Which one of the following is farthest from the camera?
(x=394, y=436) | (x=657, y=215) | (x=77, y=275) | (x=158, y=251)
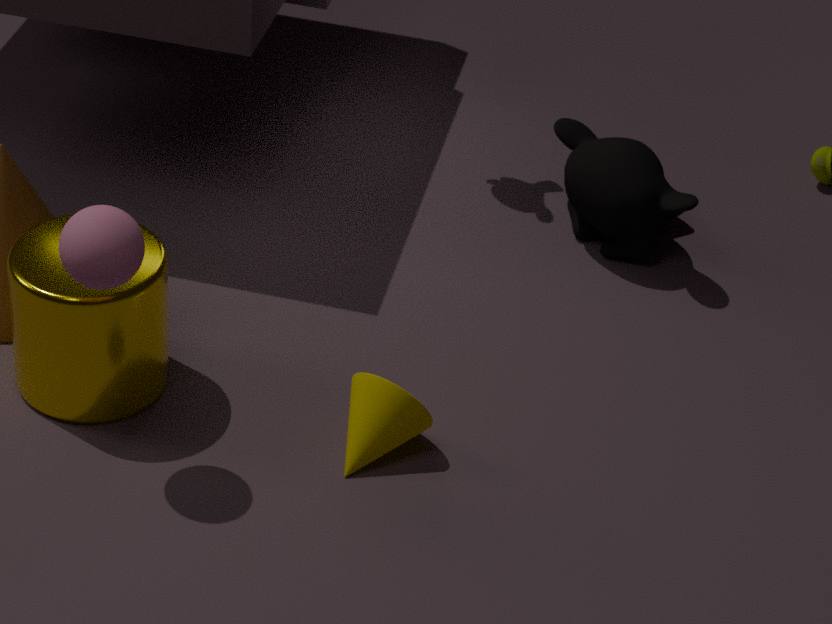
(x=657, y=215)
